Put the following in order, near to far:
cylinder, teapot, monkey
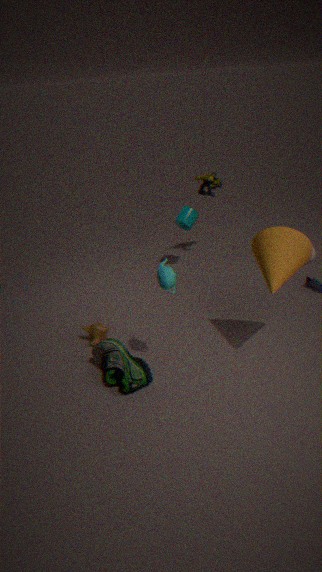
teapot
monkey
cylinder
